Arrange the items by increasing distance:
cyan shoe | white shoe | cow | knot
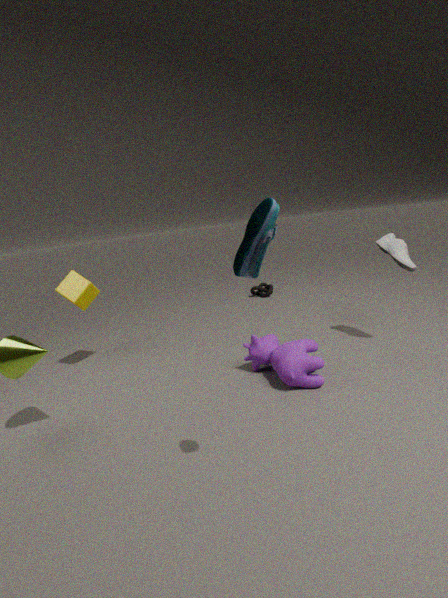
1. cyan shoe
2. cow
3. white shoe
4. knot
